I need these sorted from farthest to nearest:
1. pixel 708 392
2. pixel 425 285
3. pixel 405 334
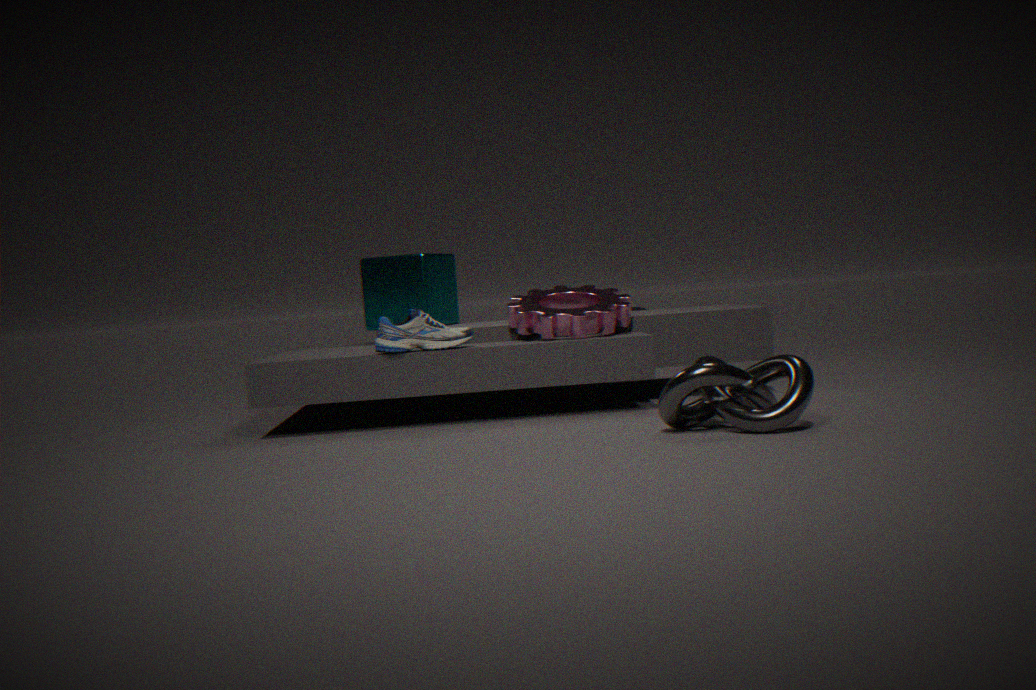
pixel 425 285
pixel 405 334
pixel 708 392
